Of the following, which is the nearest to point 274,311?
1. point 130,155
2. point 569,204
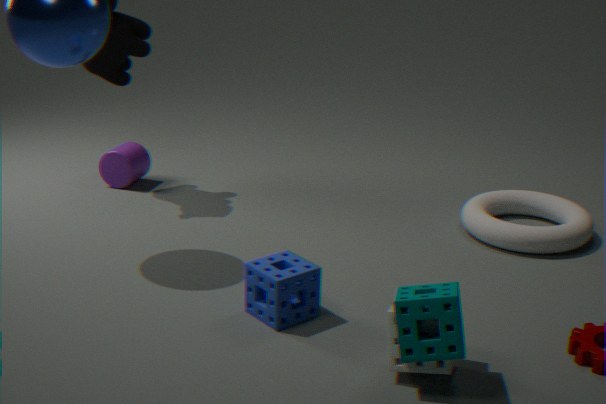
point 569,204
